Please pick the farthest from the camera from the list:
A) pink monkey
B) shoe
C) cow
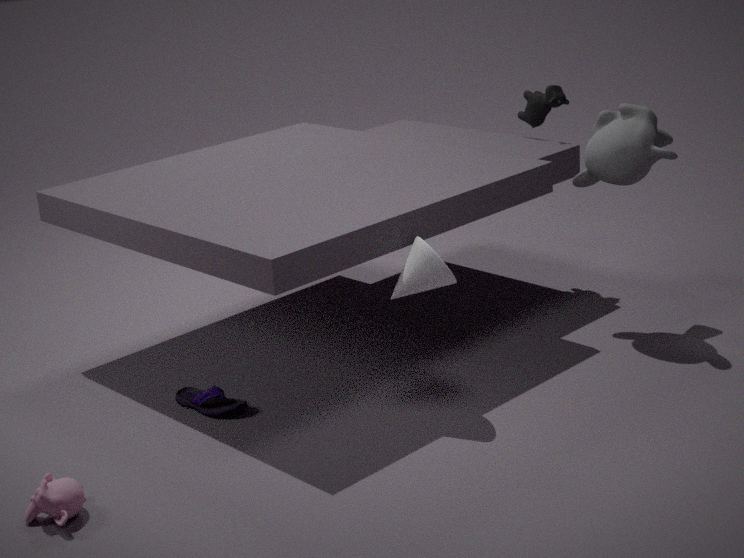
cow
